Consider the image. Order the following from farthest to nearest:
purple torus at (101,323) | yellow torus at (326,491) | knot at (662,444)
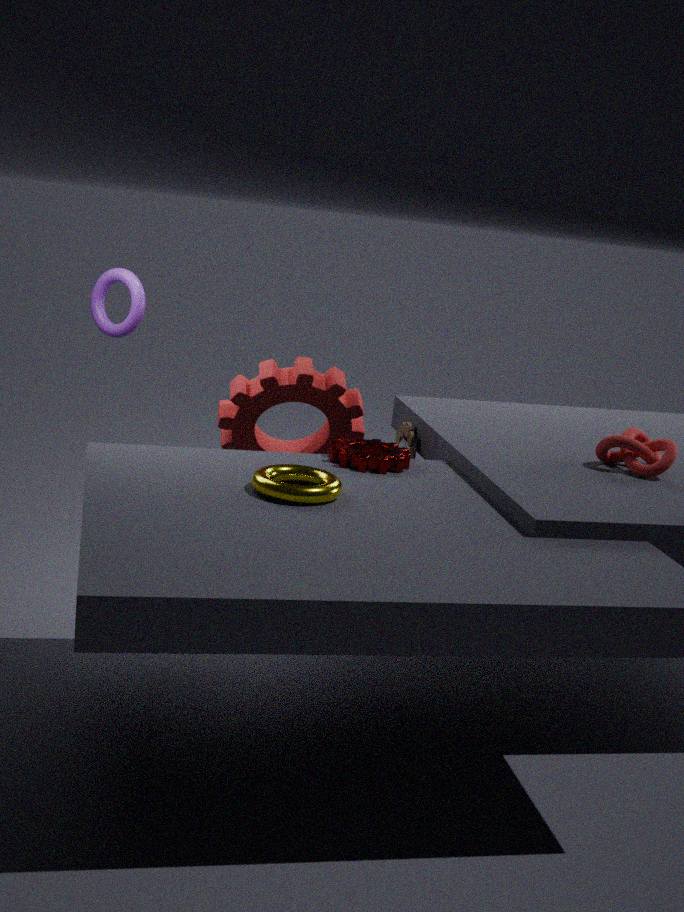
purple torus at (101,323), knot at (662,444), yellow torus at (326,491)
